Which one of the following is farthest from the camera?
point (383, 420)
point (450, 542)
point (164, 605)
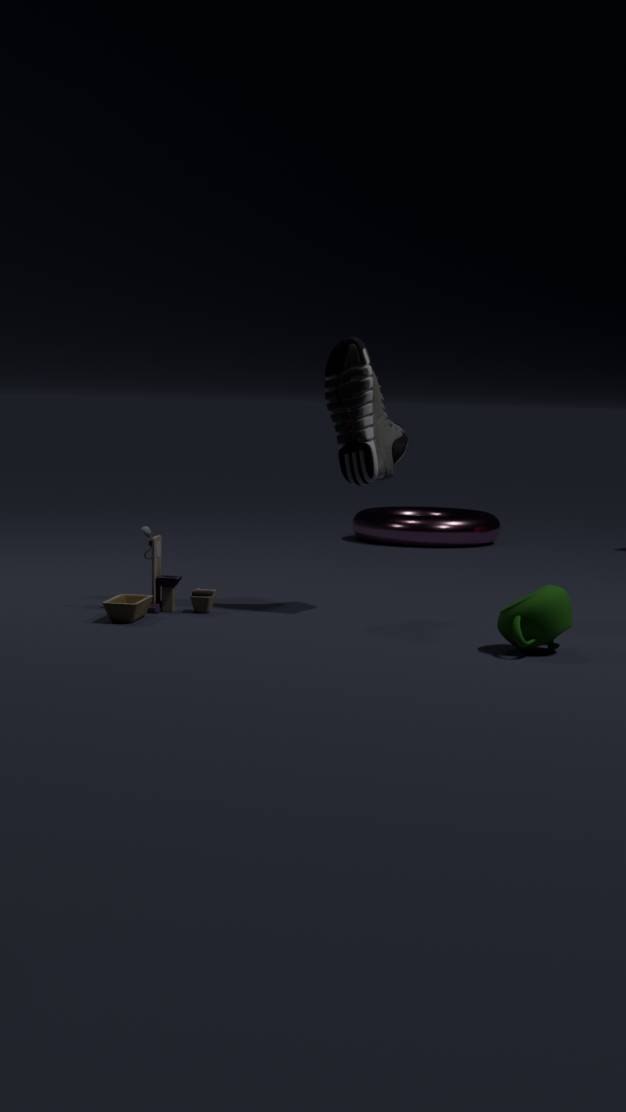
point (450, 542)
